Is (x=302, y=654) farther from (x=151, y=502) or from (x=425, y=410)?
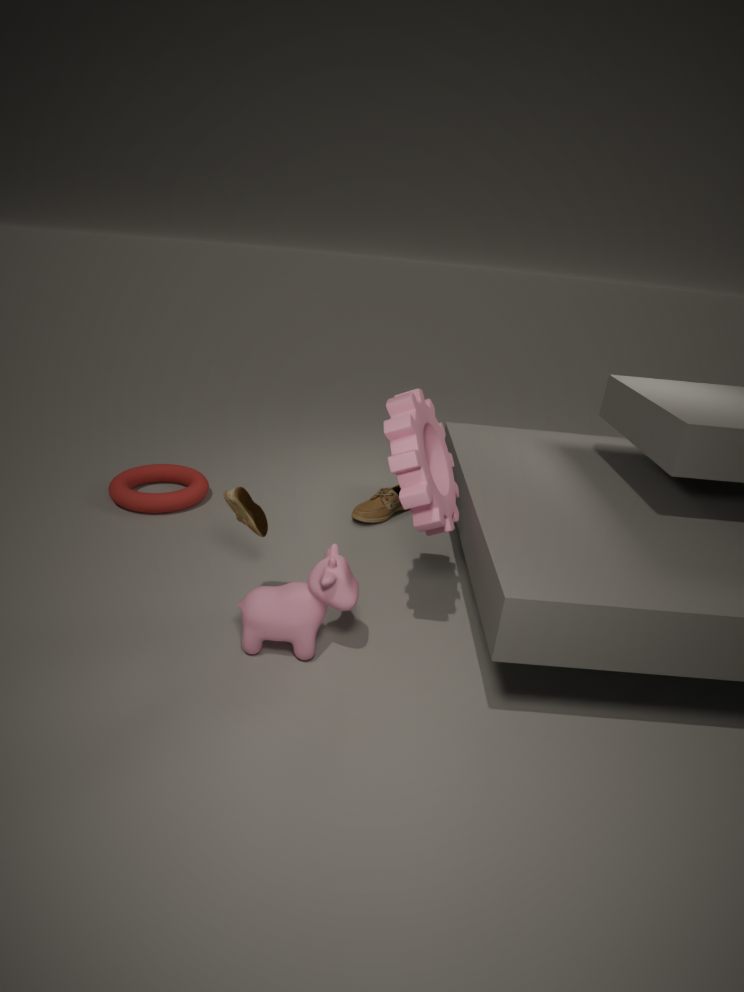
(x=151, y=502)
